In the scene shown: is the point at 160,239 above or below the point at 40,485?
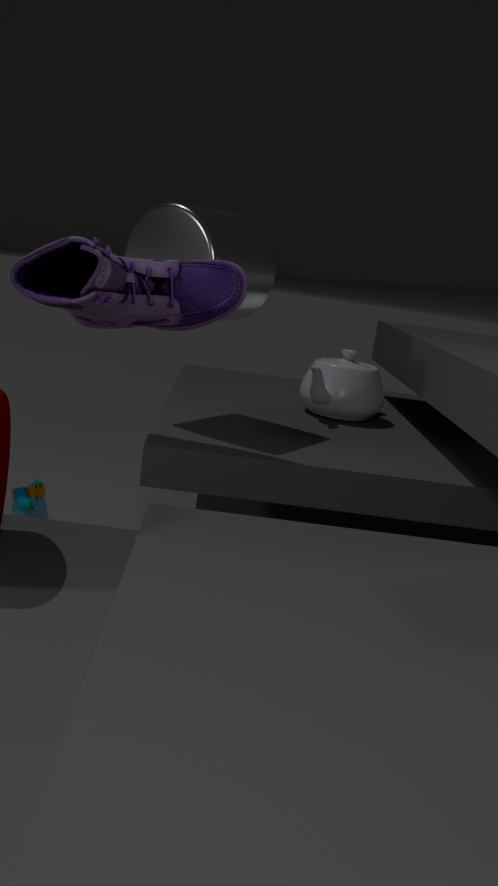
above
